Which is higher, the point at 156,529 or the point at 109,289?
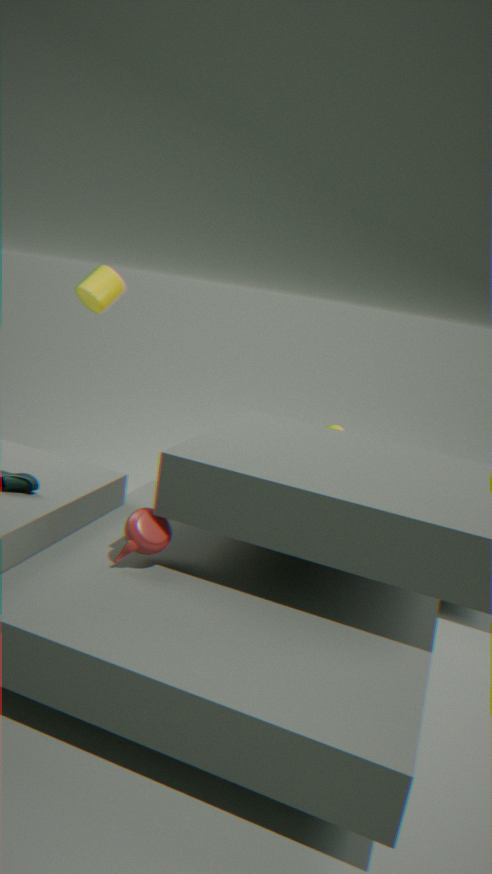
the point at 109,289
